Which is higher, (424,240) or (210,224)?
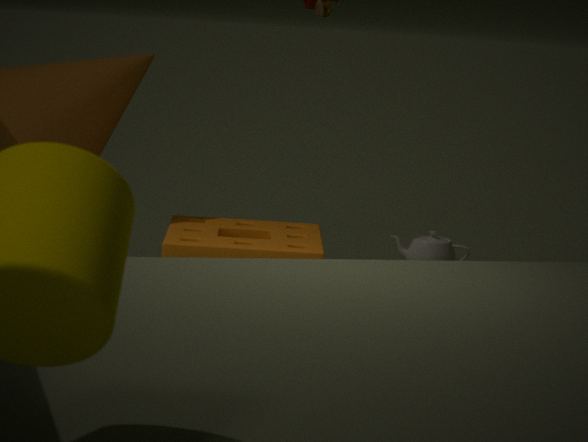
(210,224)
